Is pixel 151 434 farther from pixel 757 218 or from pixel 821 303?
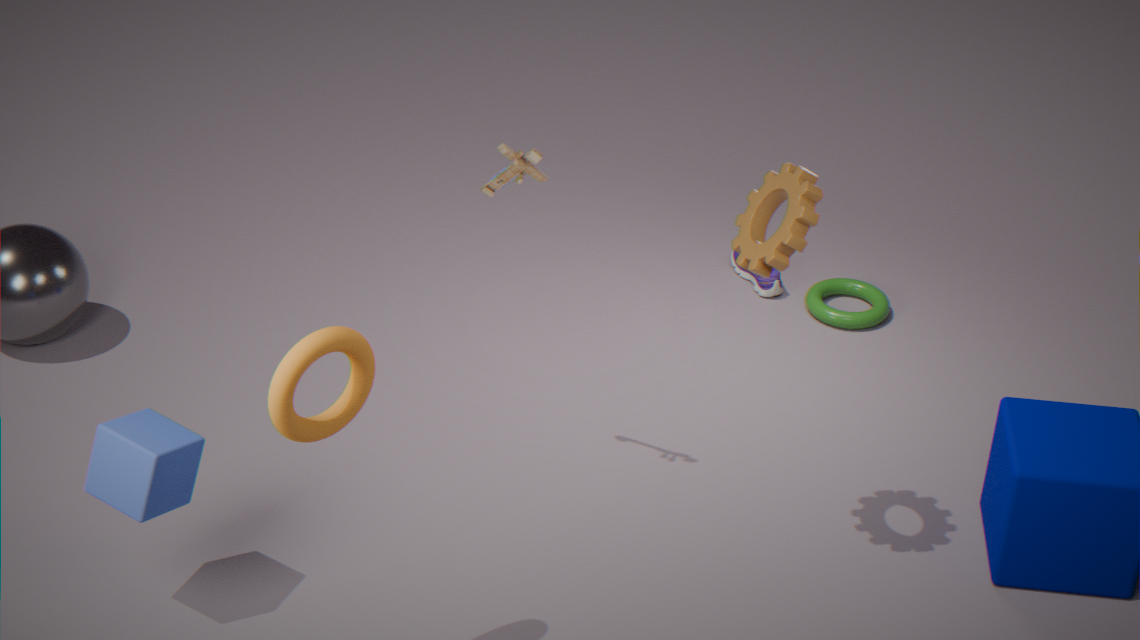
pixel 821 303
